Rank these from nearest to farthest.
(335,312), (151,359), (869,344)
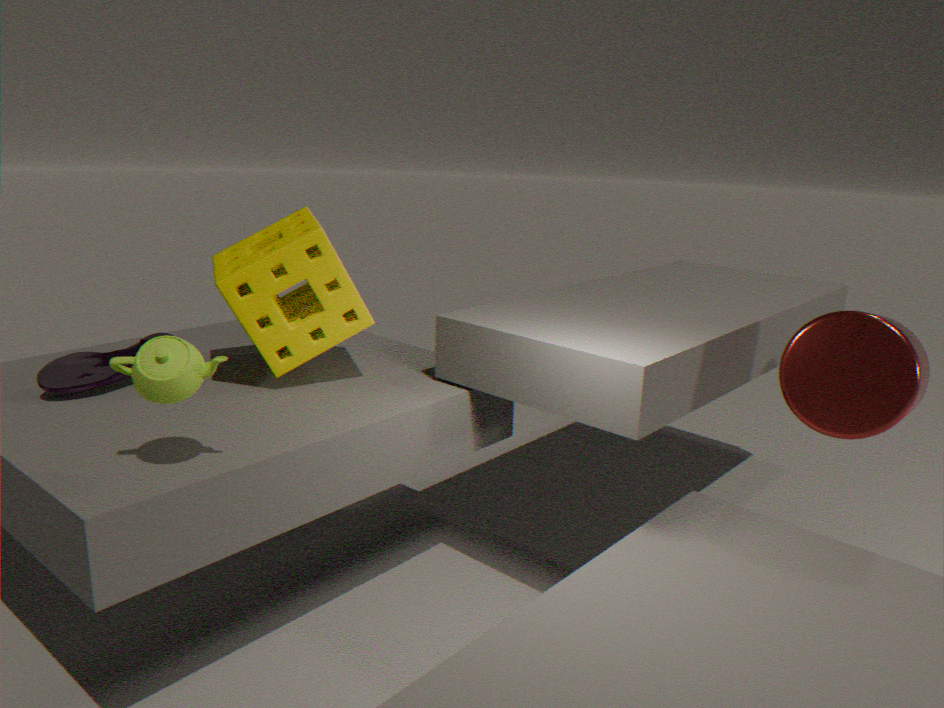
(151,359)
(869,344)
(335,312)
